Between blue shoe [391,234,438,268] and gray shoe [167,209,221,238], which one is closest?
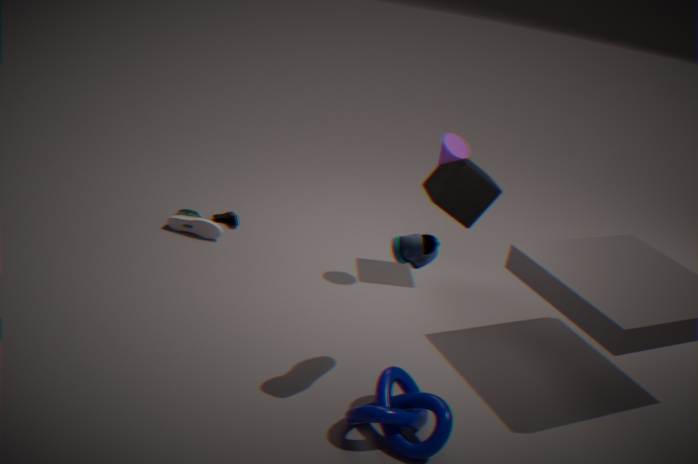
blue shoe [391,234,438,268]
